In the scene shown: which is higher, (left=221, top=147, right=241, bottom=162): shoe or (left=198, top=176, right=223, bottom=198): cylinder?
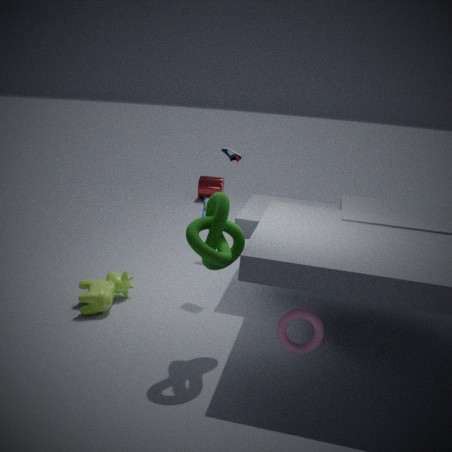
(left=221, top=147, right=241, bottom=162): shoe
